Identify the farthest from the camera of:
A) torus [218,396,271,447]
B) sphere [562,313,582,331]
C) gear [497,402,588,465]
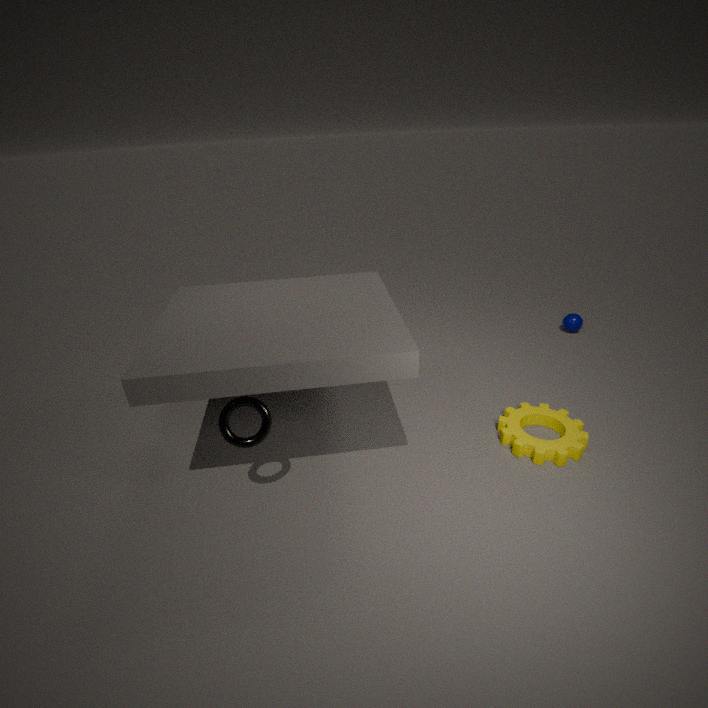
sphere [562,313,582,331]
